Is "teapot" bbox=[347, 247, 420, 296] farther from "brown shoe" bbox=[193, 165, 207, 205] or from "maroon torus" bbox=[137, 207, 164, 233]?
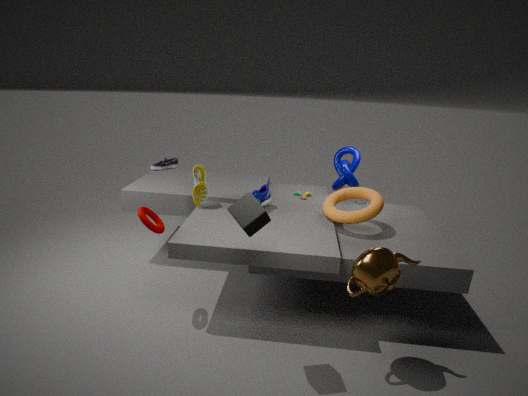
"brown shoe" bbox=[193, 165, 207, 205]
